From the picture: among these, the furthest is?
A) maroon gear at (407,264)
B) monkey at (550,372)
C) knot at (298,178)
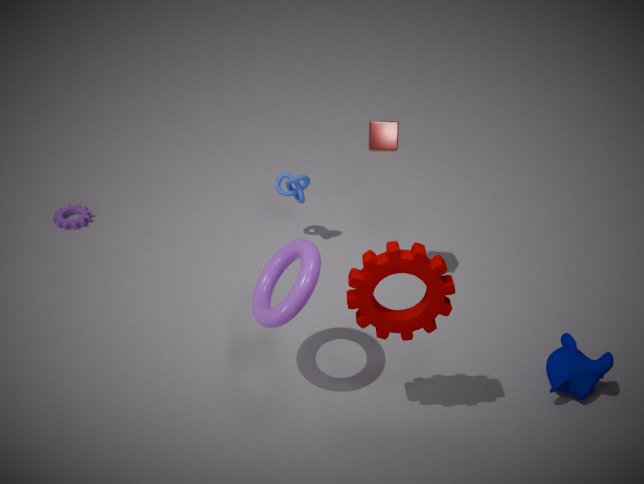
knot at (298,178)
